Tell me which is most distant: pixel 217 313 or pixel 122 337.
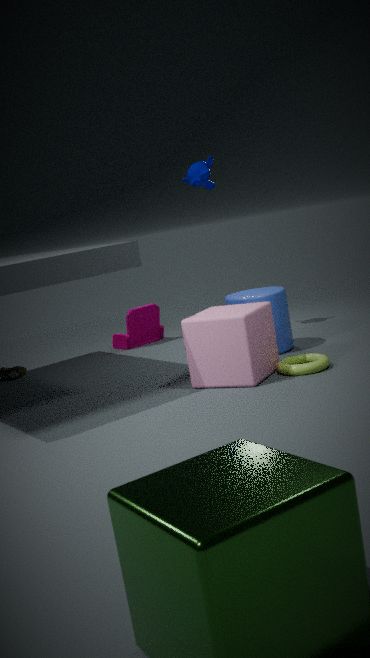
pixel 122 337
